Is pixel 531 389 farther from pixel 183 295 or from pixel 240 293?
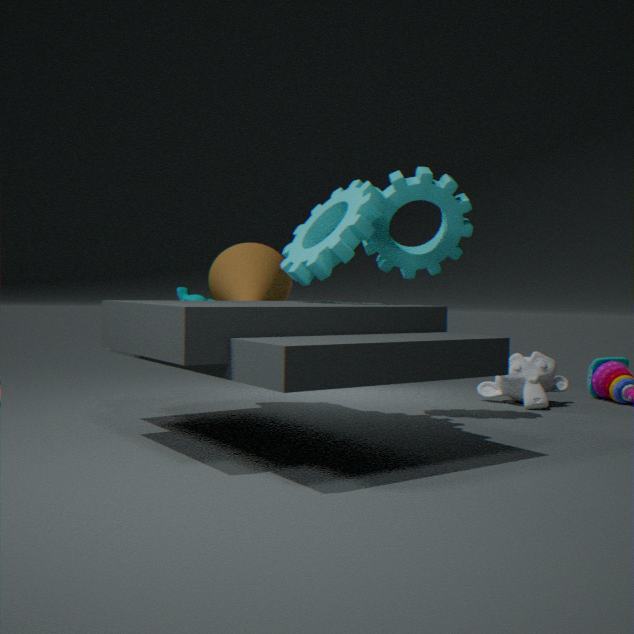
pixel 183 295
